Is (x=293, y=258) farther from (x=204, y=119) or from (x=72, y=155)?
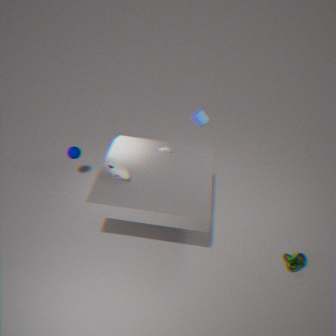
(x=72, y=155)
